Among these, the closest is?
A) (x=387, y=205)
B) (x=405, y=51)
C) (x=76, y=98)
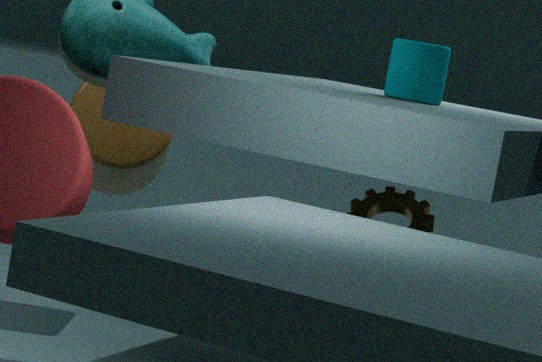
(x=405, y=51)
